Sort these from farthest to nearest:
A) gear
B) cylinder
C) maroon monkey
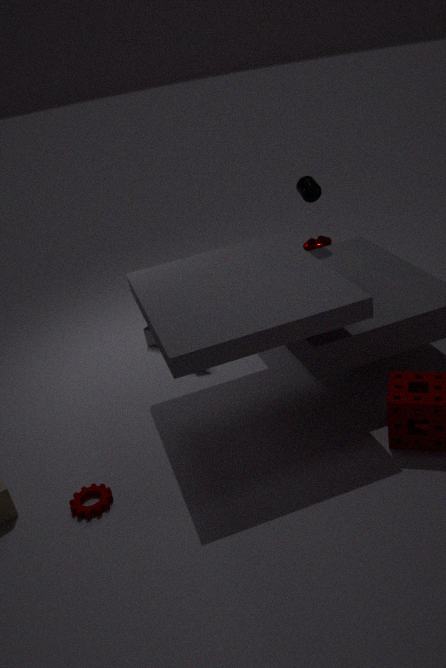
maroon monkey < cylinder < gear
